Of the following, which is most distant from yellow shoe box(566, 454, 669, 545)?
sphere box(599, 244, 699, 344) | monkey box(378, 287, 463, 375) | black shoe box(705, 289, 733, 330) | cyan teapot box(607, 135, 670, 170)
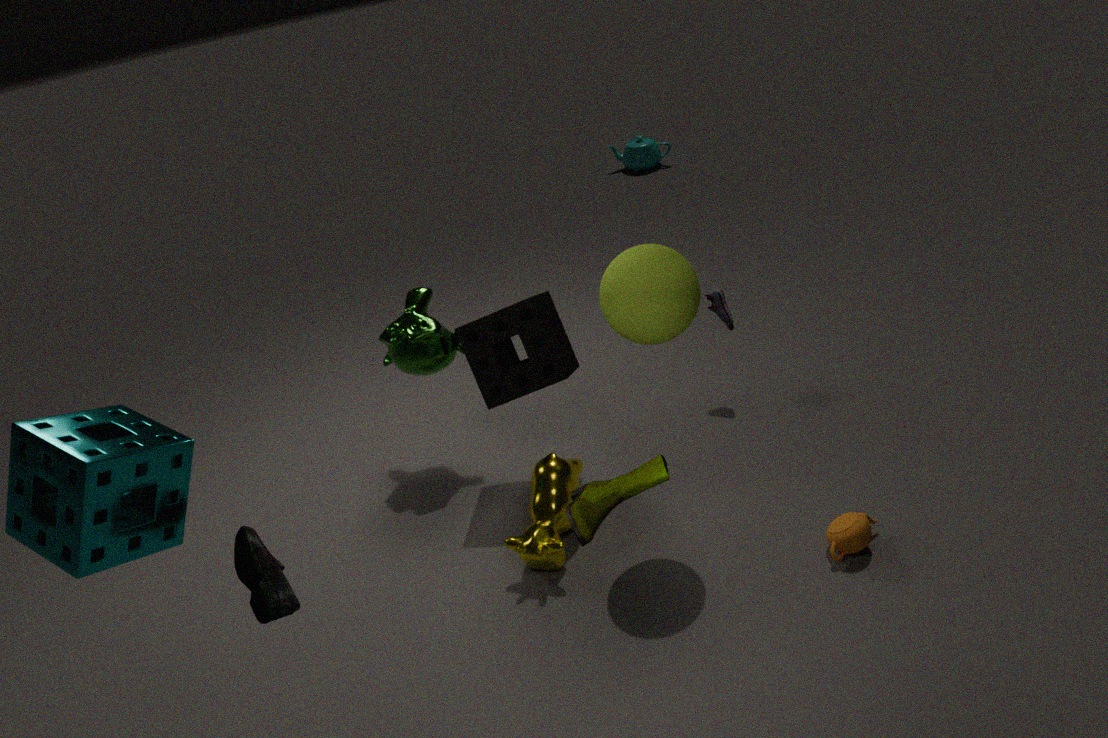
cyan teapot box(607, 135, 670, 170)
